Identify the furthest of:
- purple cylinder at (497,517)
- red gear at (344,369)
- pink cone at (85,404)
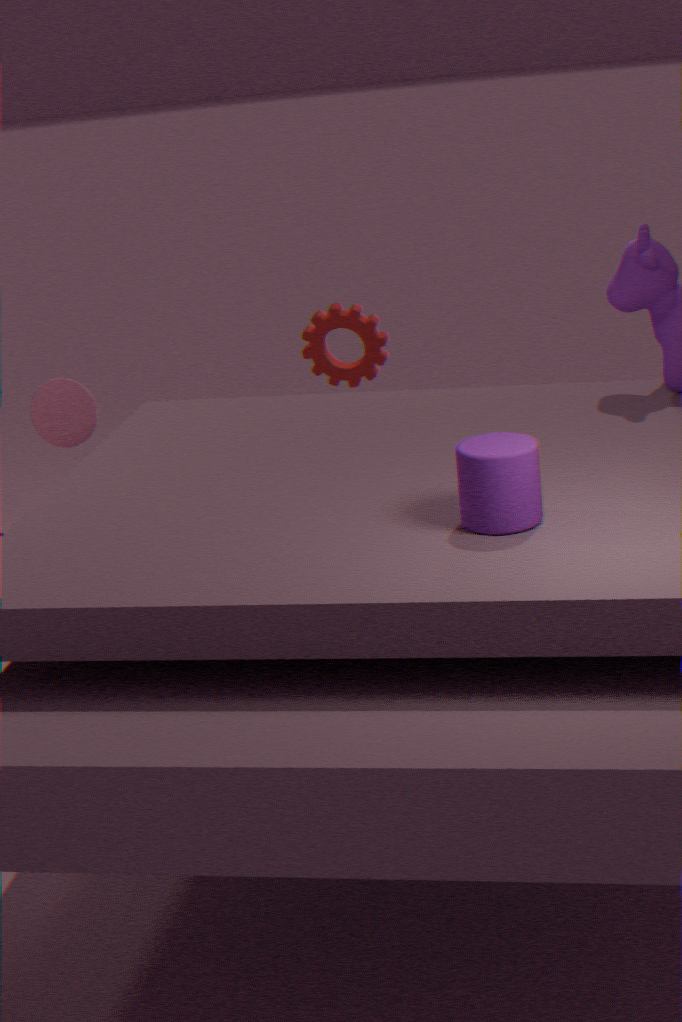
red gear at (344,369)
